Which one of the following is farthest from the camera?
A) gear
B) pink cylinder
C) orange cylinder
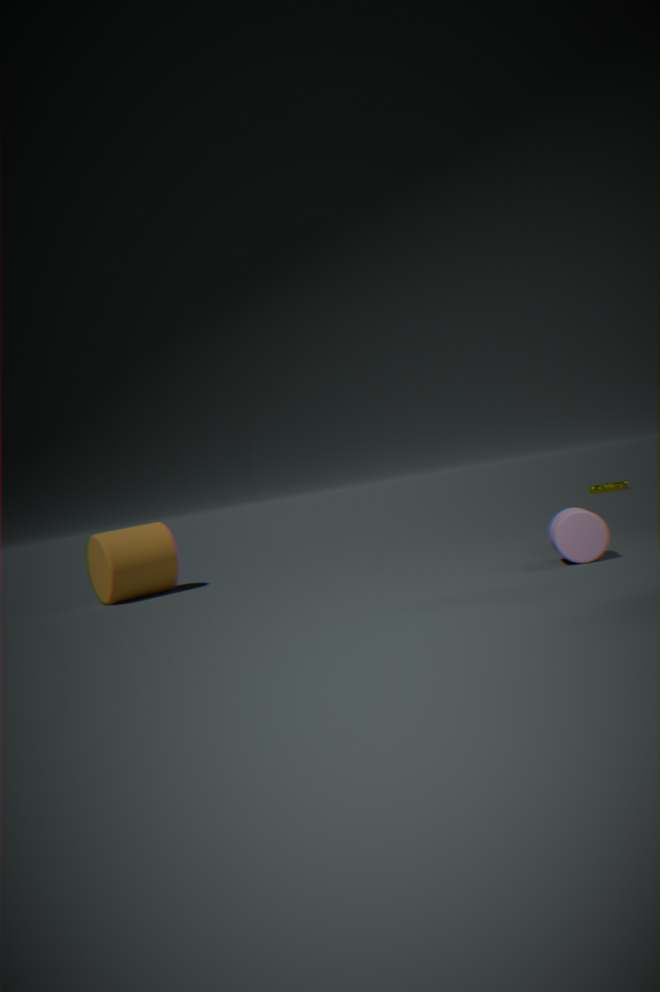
gear
